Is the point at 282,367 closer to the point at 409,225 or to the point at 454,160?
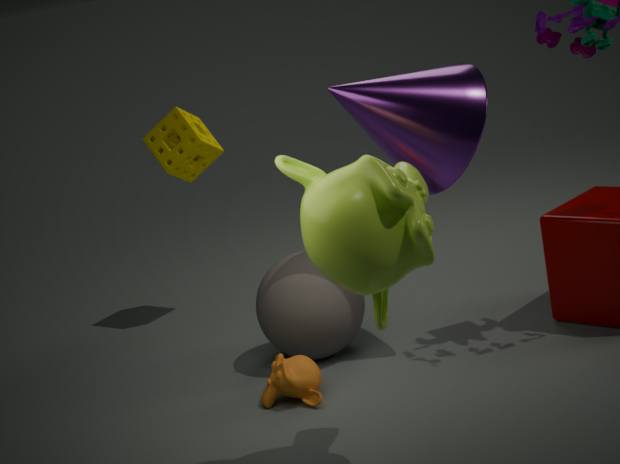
the point at 409,225
